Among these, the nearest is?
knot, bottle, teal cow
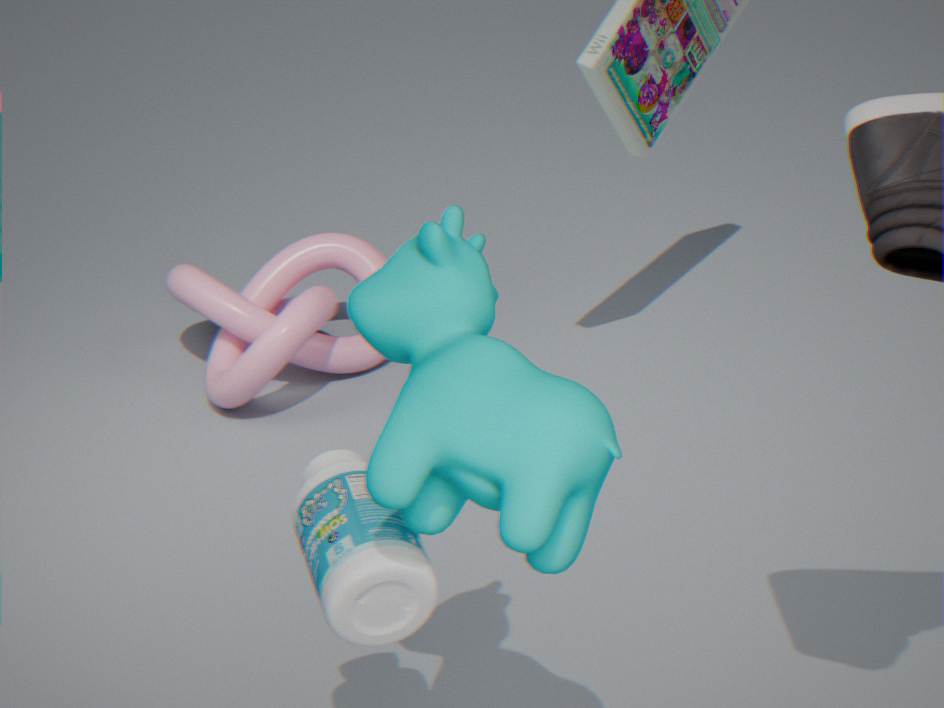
teal cow
